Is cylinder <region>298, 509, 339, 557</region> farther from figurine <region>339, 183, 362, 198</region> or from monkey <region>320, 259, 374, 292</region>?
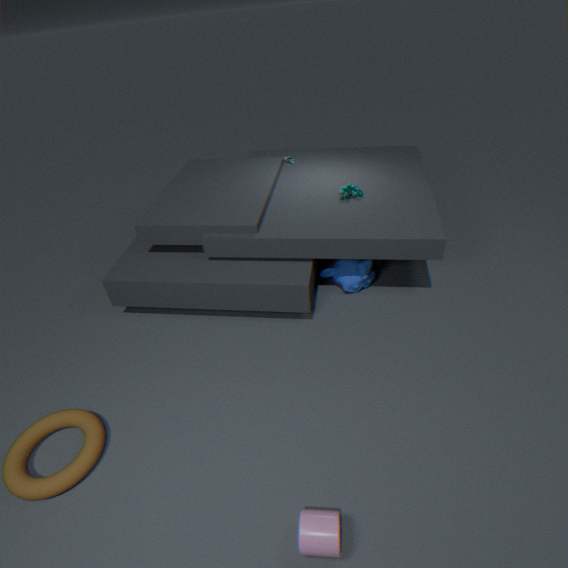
figurine <region>339, 183, 362, 198</region>
